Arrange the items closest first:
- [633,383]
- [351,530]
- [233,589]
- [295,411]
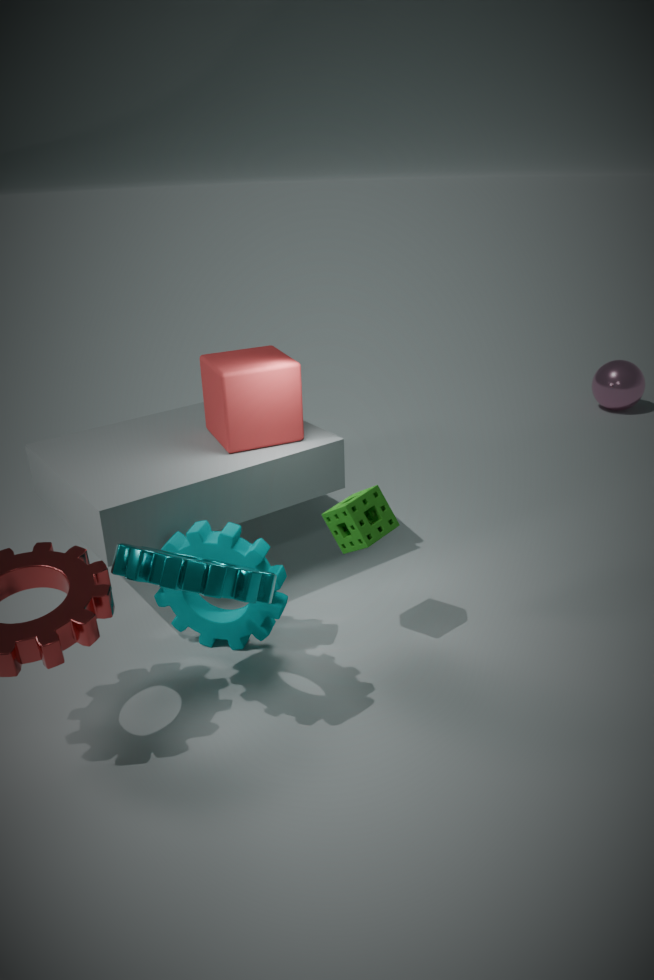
[233,589], [351,530], [295,411], [633,383]
